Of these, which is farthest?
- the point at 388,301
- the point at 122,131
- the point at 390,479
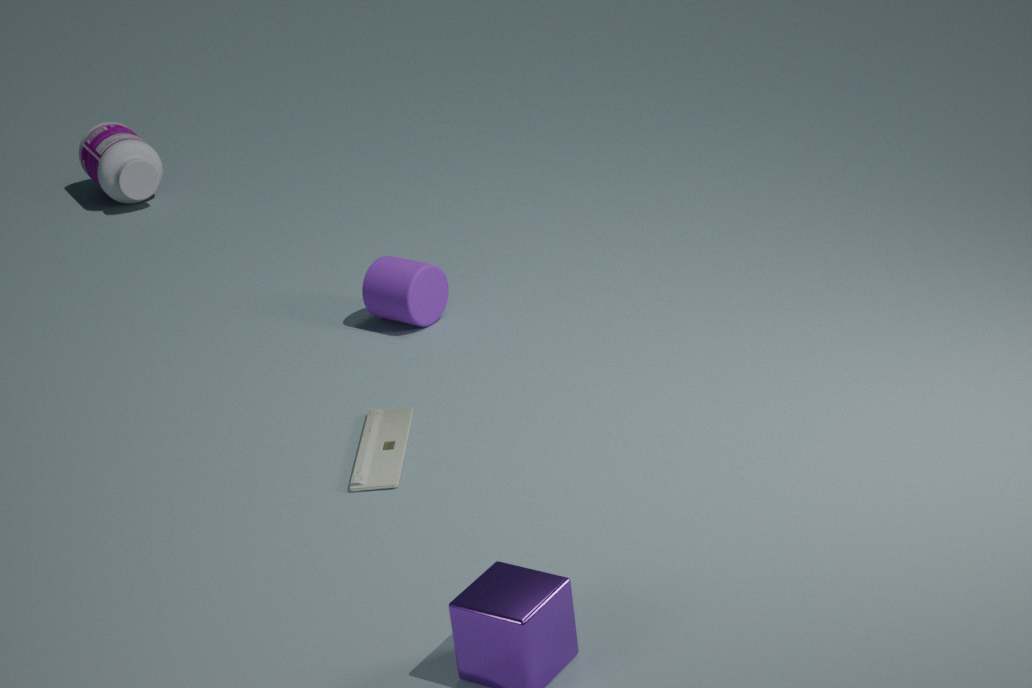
the point at 122,131
